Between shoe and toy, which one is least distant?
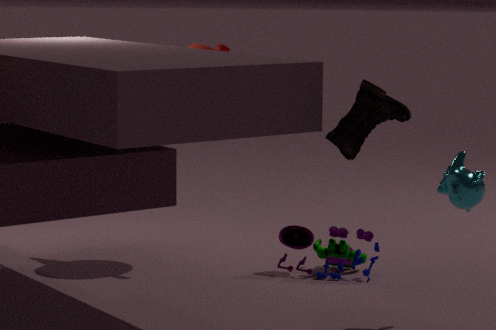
shoe
